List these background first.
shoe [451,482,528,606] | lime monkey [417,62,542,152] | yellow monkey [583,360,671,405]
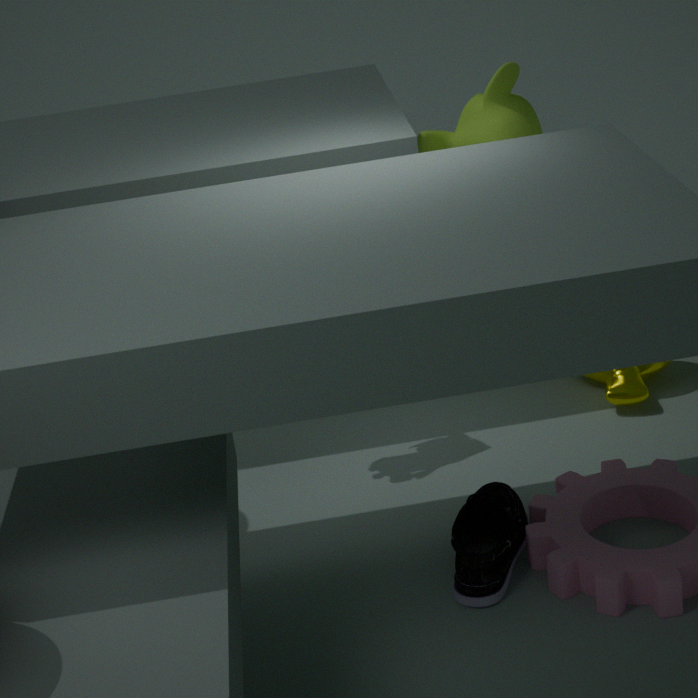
lime monkey [417,62,542,152]
yellow monkey [583,360,671,405]
shoe [451,482,528,606]
